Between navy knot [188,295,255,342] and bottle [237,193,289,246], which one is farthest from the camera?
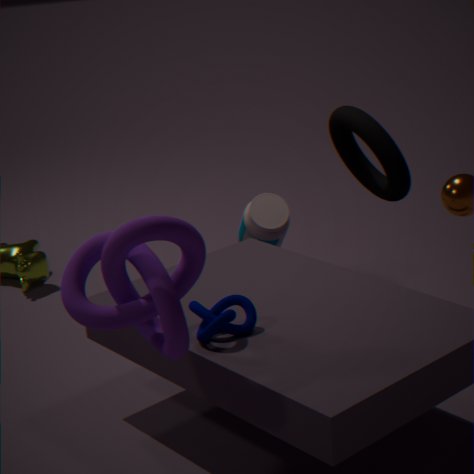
bottle [237,193,289,246]
